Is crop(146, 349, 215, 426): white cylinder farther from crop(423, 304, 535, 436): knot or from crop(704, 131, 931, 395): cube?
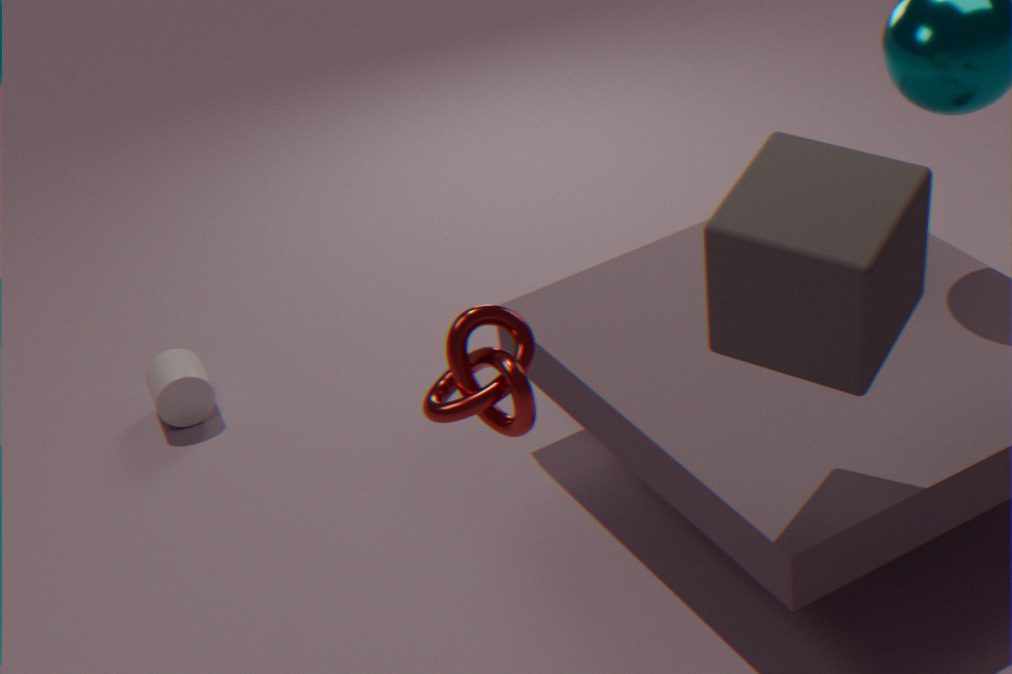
crop(704, 131, 931, 395): cube
